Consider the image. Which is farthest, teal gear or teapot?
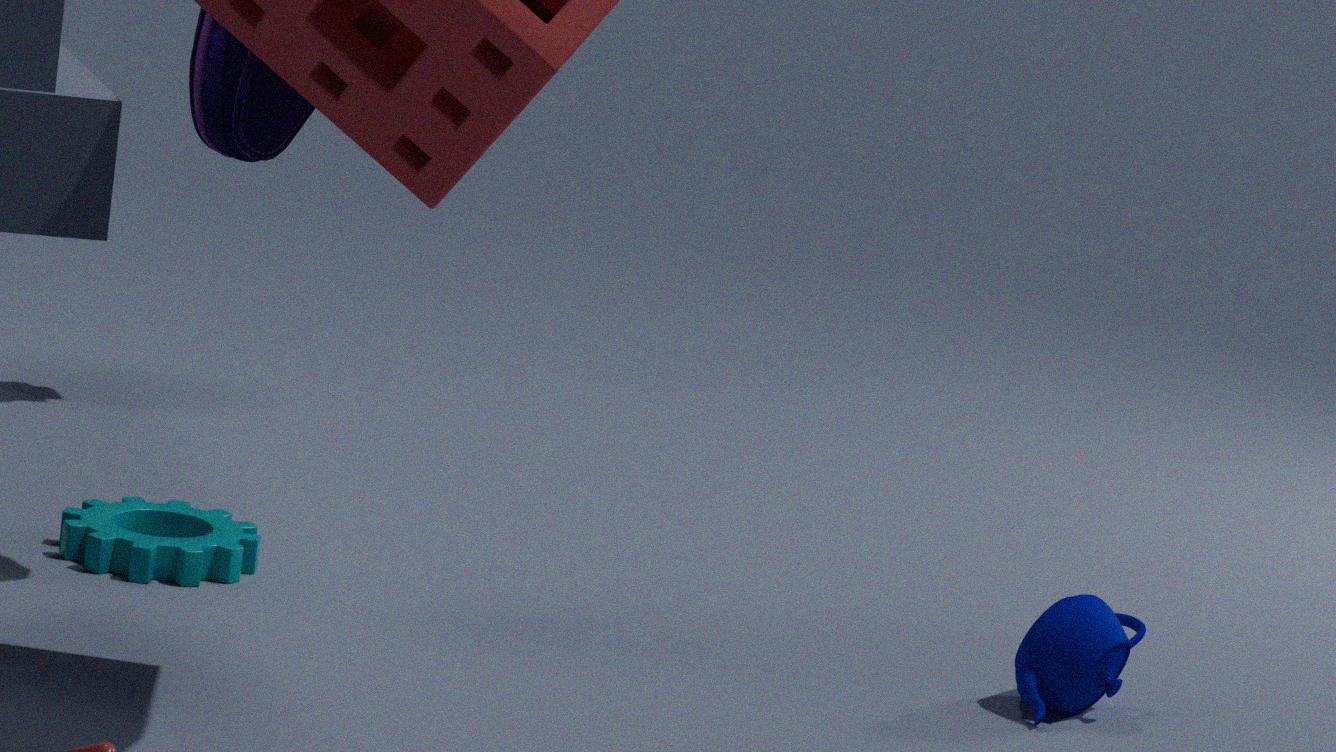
teal gear
